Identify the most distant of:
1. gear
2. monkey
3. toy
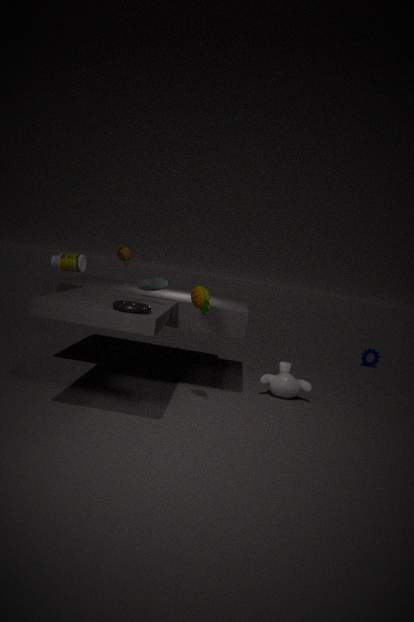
gear
